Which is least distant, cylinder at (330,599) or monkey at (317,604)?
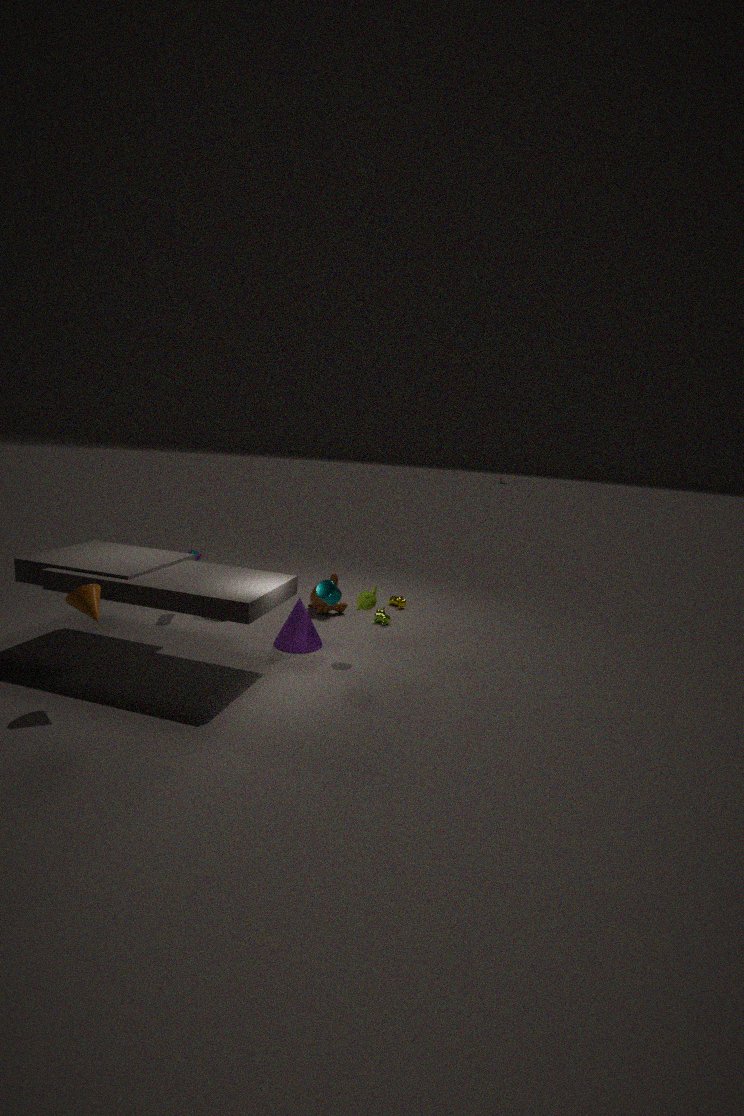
cylinder at (330,599)
